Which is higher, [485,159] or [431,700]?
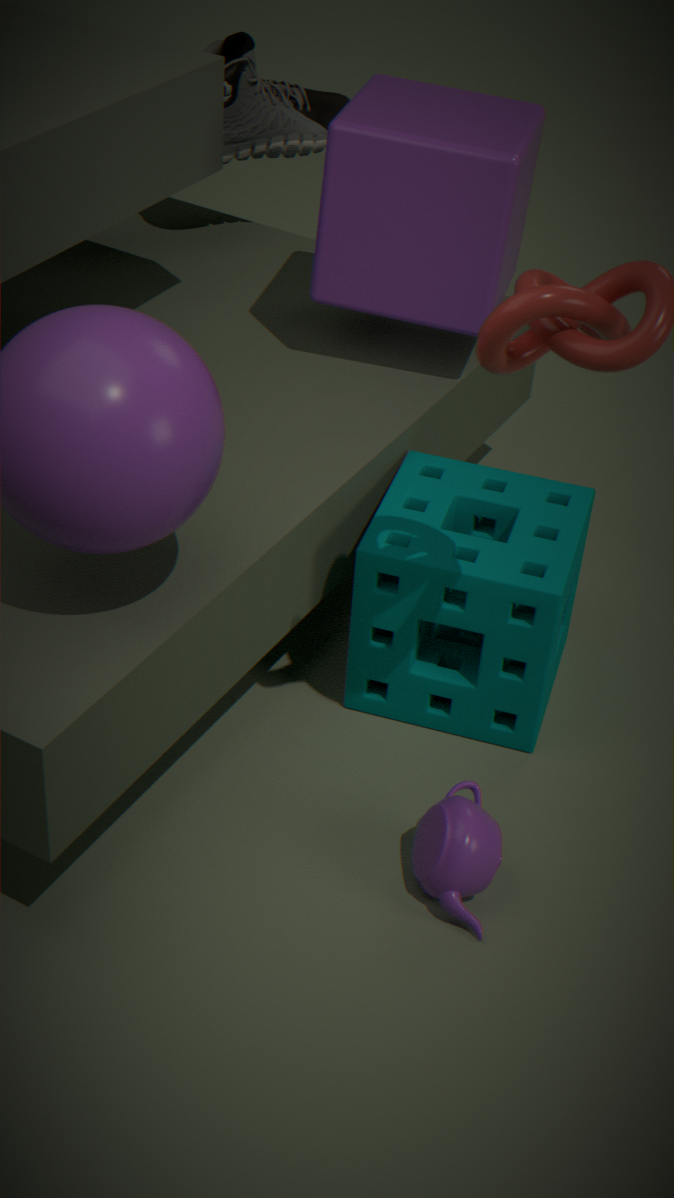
[485,159]
